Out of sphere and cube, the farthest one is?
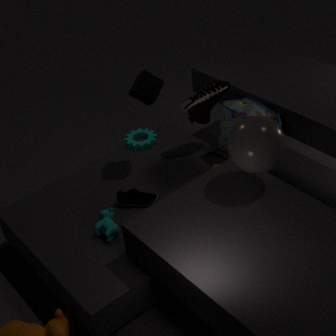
cube
